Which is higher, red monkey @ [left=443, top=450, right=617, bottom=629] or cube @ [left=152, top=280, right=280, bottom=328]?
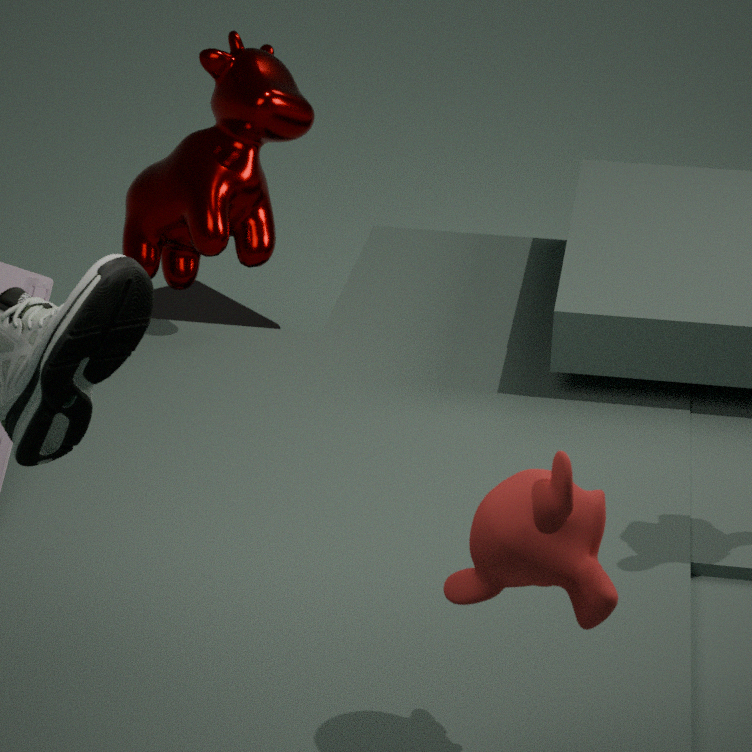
red monkey @ [left=443, top=450, right=617, bottom=629]
